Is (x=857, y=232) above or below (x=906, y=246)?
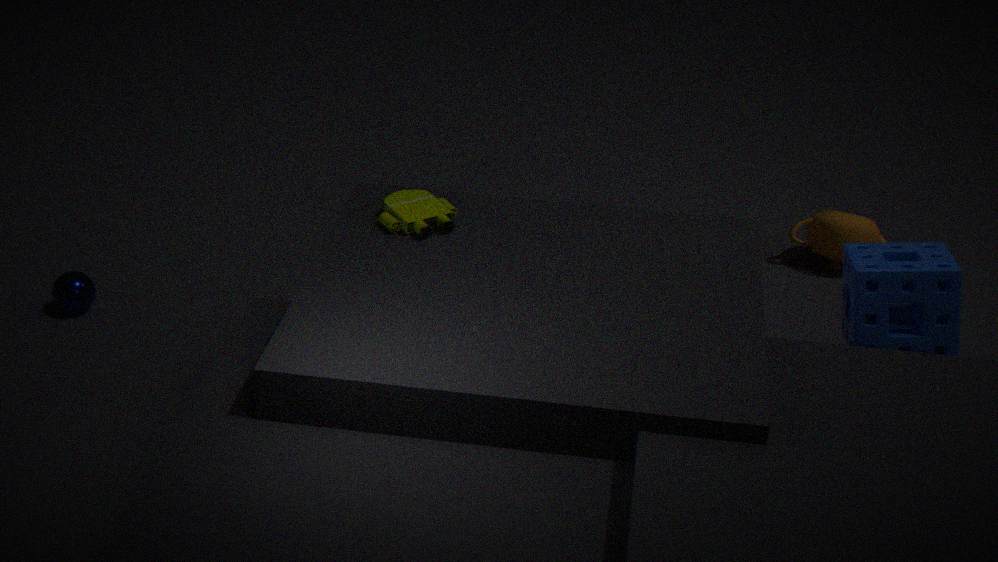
below
